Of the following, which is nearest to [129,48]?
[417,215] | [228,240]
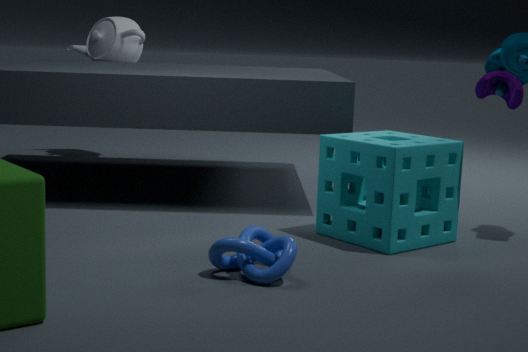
[417,215]
